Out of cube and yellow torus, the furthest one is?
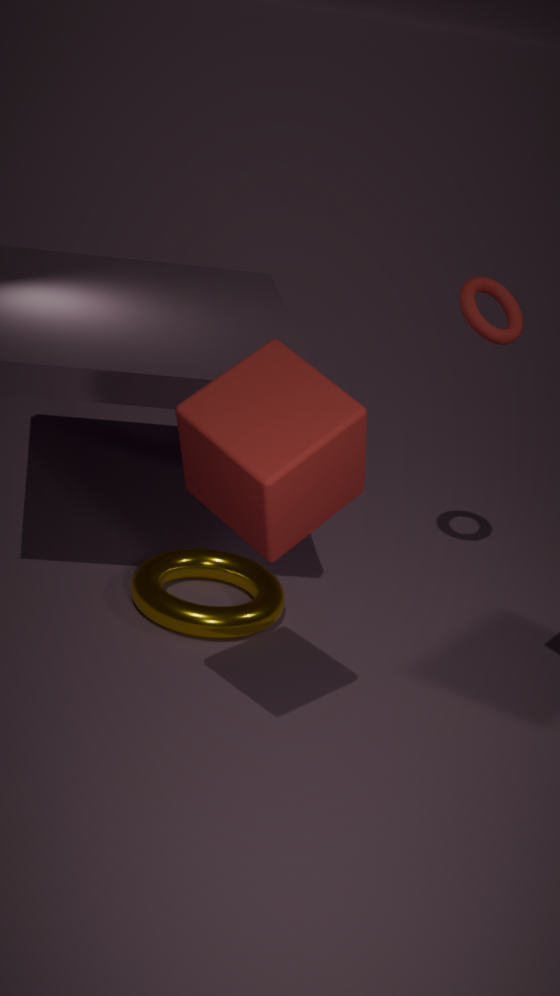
yellow torus
